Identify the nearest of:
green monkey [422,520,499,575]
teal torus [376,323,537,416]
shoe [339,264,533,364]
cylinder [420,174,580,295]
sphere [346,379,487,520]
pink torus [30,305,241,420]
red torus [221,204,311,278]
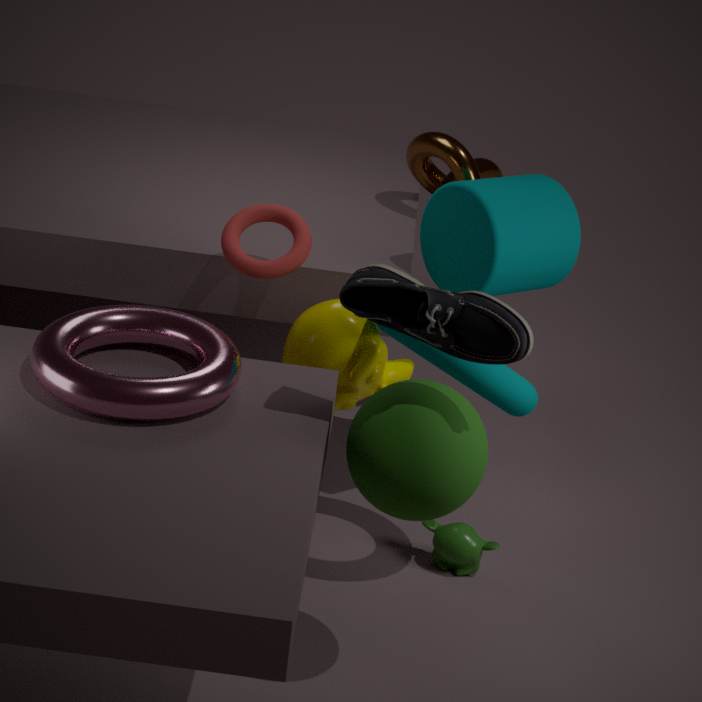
shoe [339,264,533,364]
